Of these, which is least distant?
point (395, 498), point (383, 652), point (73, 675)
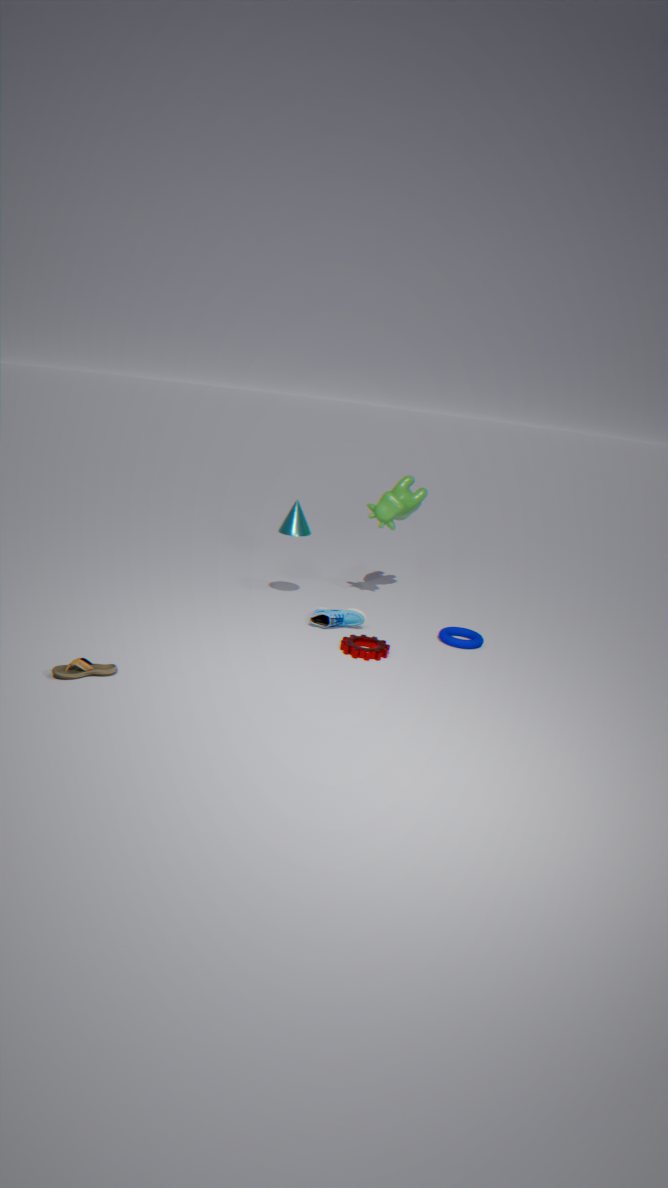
point (73, 675)
